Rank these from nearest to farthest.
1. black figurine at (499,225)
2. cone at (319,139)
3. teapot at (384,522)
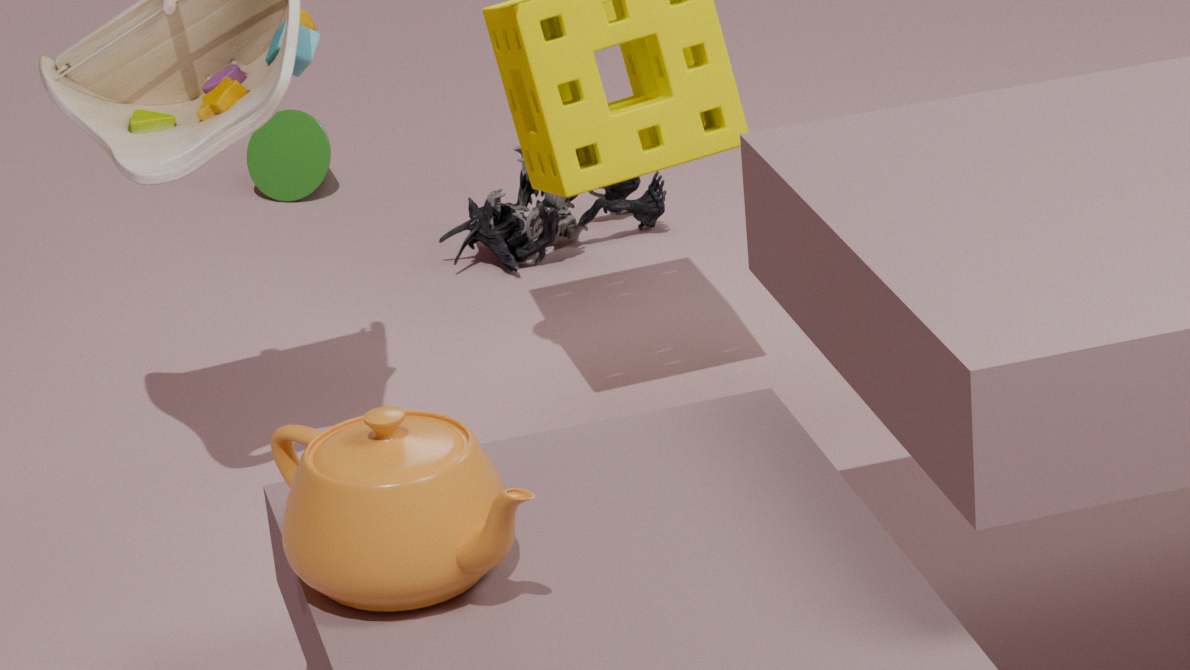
teapot at (384,522) → black figurine at (499,225) → cone at (319,139)
